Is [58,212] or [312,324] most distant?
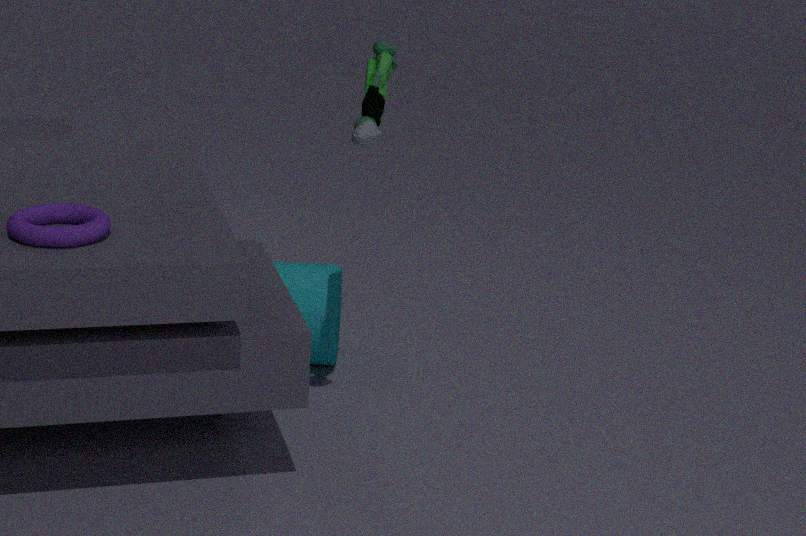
[312,324]
